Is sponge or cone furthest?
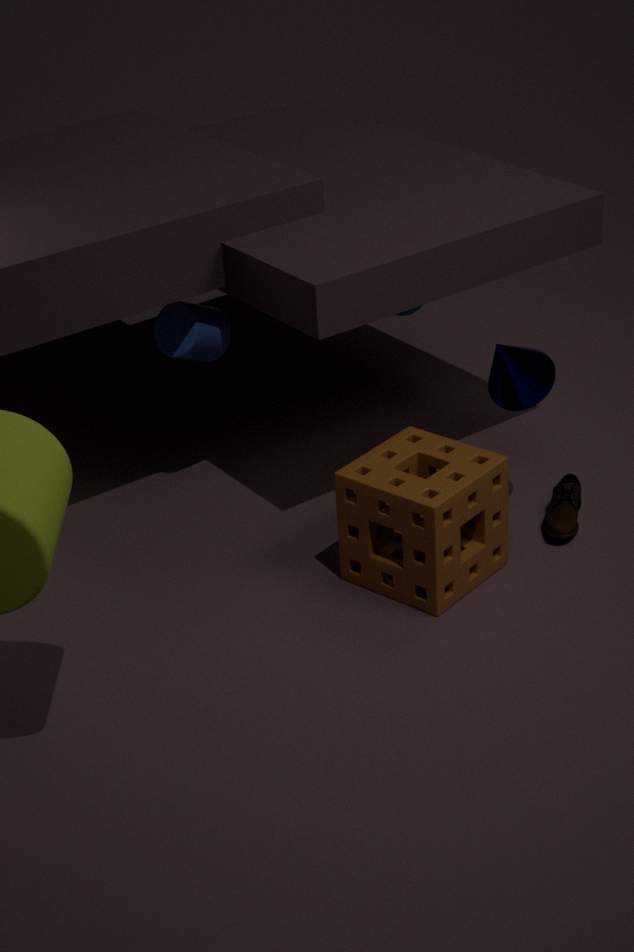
cone
